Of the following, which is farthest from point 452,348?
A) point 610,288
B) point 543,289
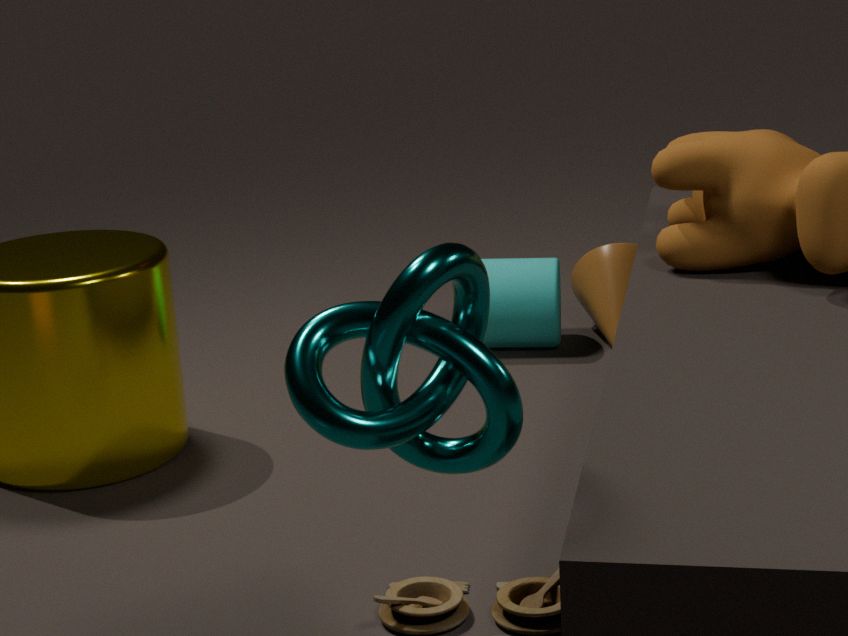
point 610,288
